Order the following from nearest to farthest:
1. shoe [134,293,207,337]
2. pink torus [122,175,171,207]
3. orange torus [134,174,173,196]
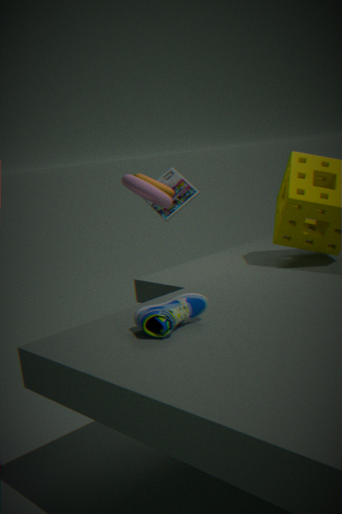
shoe [134,293,207,337]
pink torus [122,175,171,207]
orange torus [134,174,173,196]
